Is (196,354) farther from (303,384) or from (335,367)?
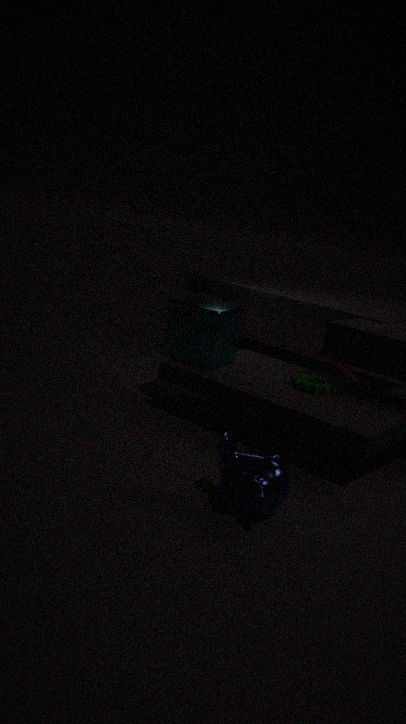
(335,367)
